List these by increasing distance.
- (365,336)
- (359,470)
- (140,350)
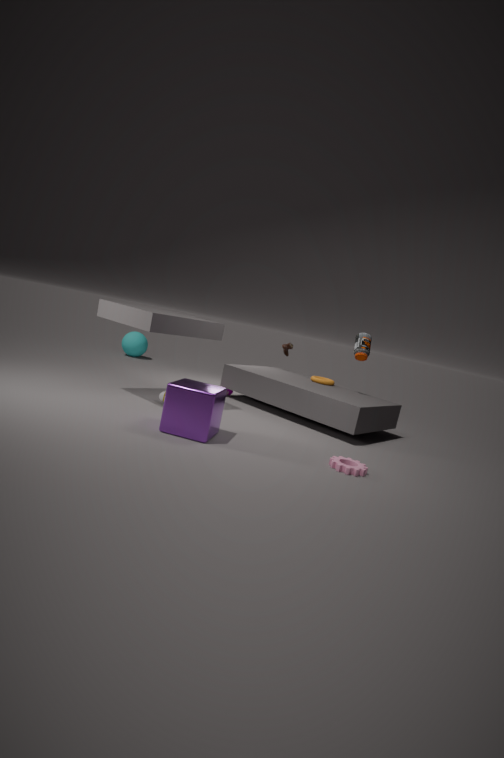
1. (359,470)
2. (365,336)
3. (140,350)
